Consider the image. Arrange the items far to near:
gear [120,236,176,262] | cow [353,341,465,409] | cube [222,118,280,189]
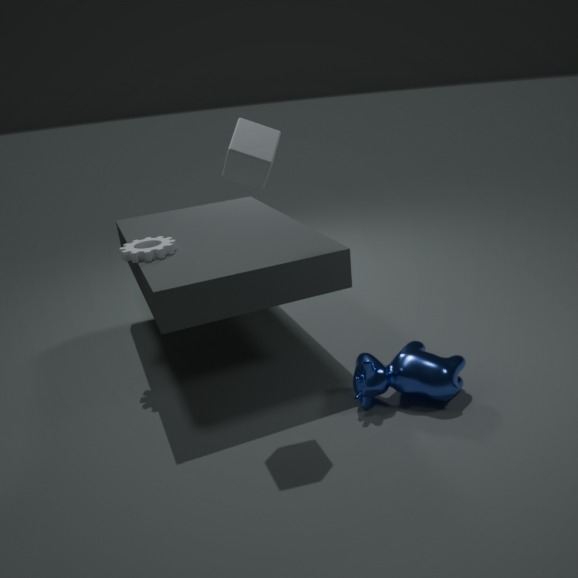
1. gear [120,236,176,262]
2. cow [353,341,465,409]
3. cube [222,118,280,189]
